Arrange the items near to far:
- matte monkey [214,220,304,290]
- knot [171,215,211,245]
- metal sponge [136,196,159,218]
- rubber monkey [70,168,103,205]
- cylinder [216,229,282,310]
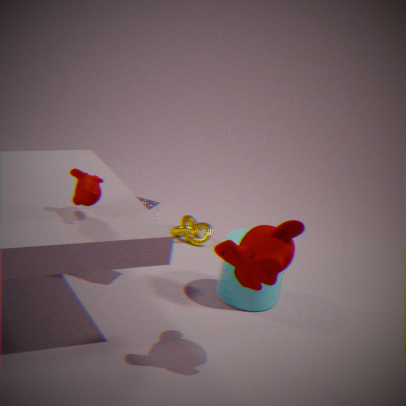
matte monkey [214,220,304,290] → rubber monkey [70,168,103,205] → metal sponge [136,196,159,218] → cylinder [216,229,282,310] → knot [171,215,211,245]
